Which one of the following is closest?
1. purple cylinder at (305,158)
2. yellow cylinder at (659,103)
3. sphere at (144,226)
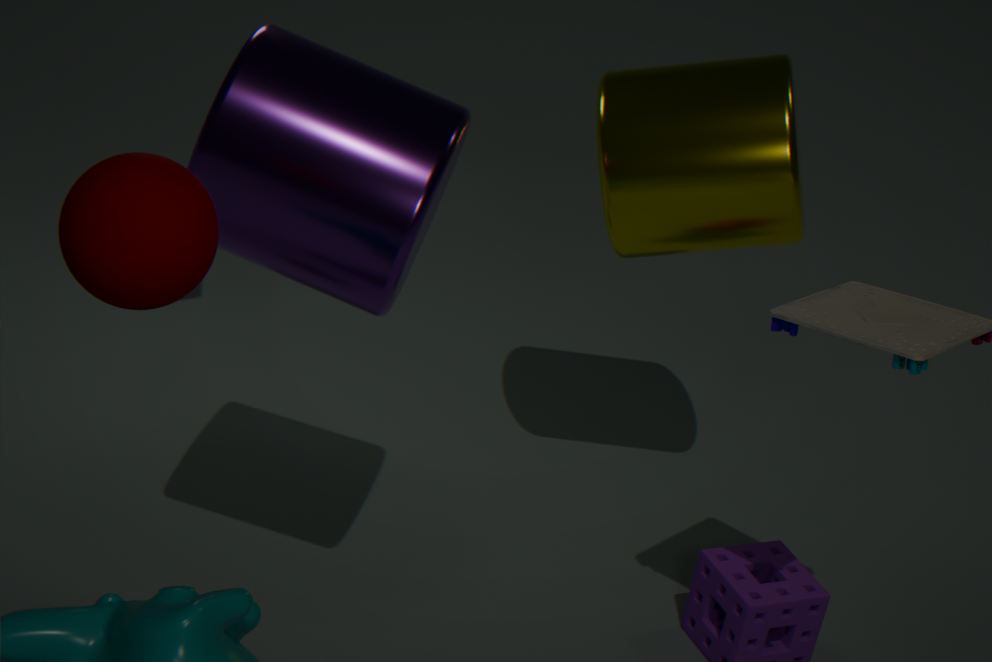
sphere at (144,226)
